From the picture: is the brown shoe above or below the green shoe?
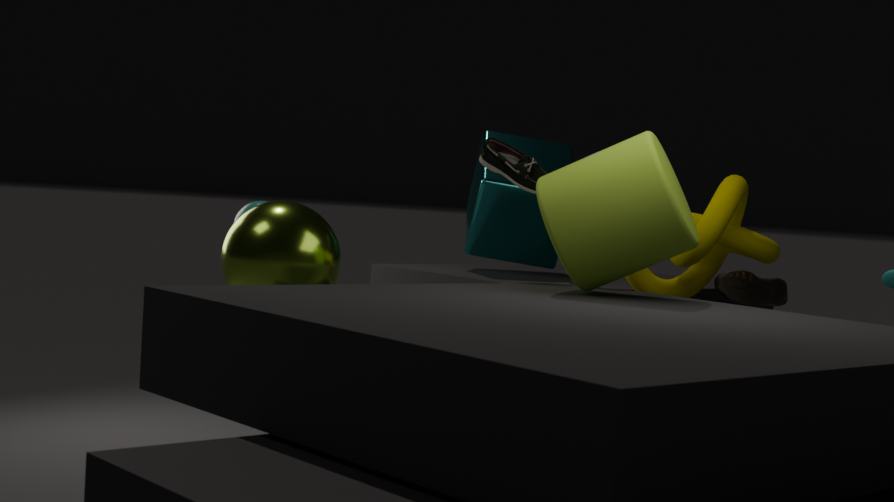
below
